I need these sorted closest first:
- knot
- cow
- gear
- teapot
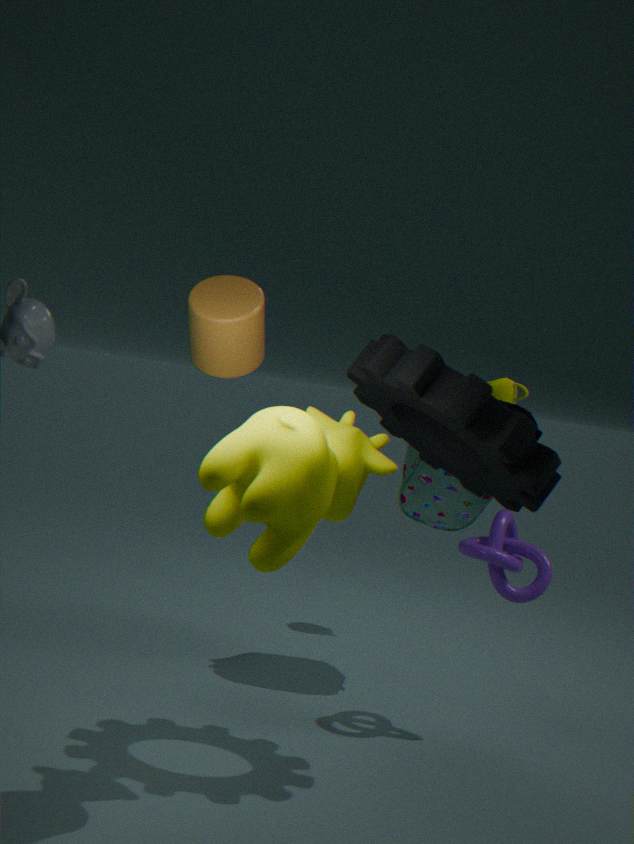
cow < gear < knot < teapot
